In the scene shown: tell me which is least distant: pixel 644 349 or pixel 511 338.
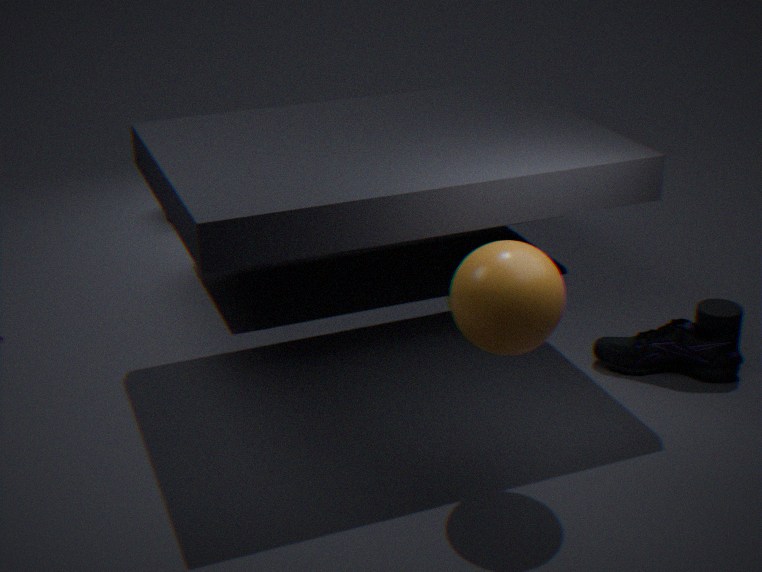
pixel 511 338
